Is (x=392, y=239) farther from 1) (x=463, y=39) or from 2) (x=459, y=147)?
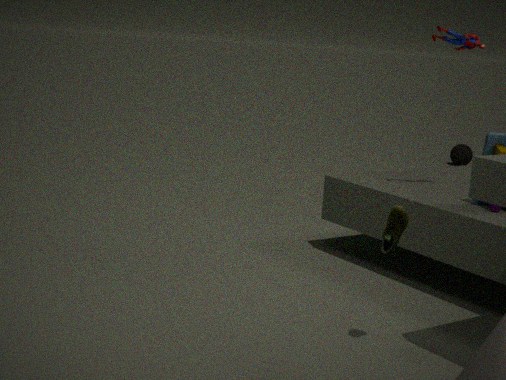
2) (x=459, y=147)
